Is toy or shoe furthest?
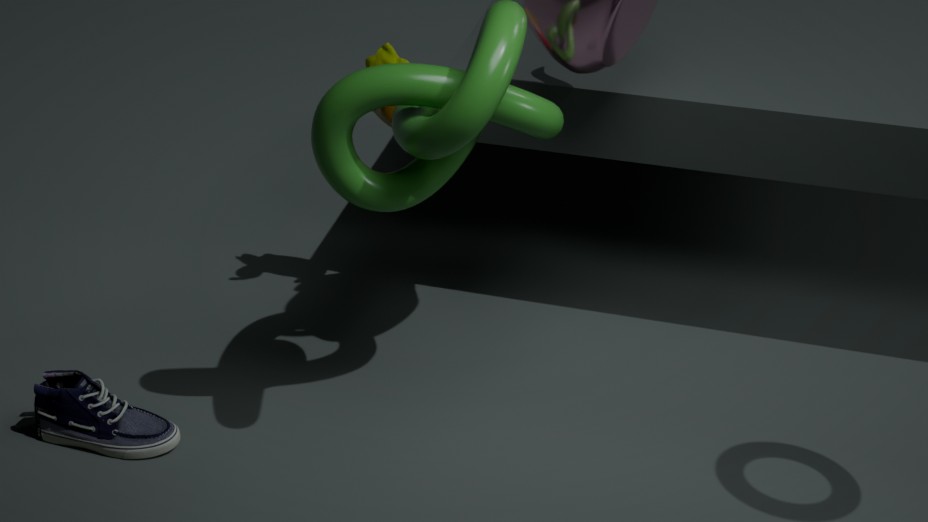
toy
